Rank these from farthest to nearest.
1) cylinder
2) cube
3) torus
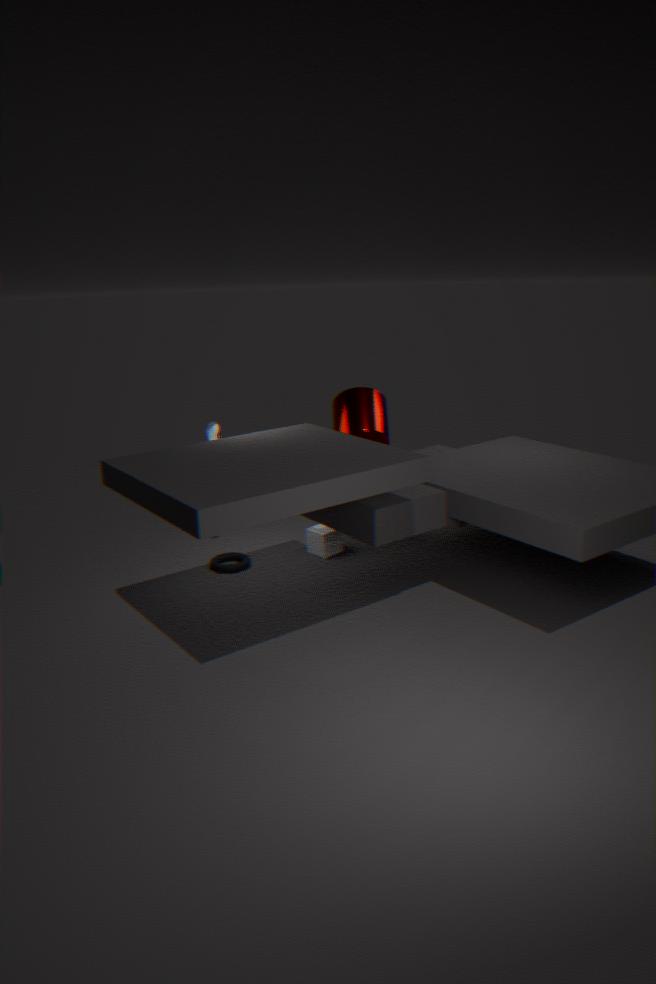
2. cube → 3. torus → 1. cylinder
